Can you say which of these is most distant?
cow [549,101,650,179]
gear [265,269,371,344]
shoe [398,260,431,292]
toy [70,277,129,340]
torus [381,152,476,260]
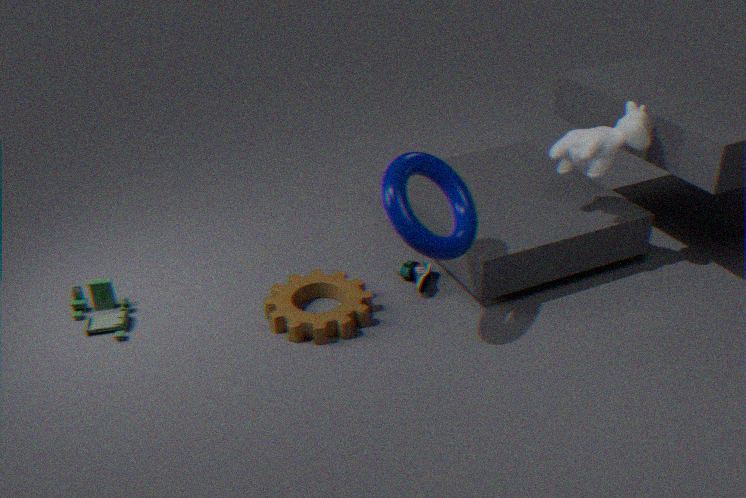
shoe [398,260,431,292]
